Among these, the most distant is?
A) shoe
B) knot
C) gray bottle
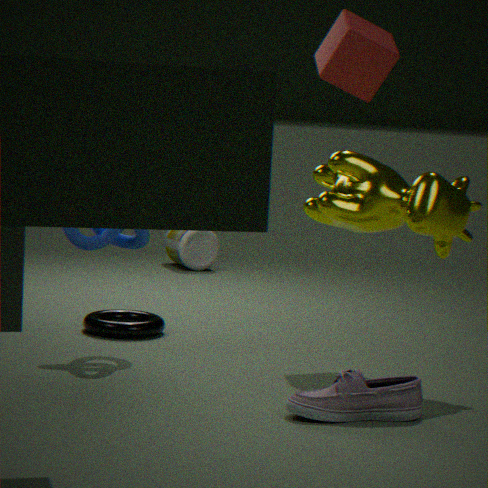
gray bottle
